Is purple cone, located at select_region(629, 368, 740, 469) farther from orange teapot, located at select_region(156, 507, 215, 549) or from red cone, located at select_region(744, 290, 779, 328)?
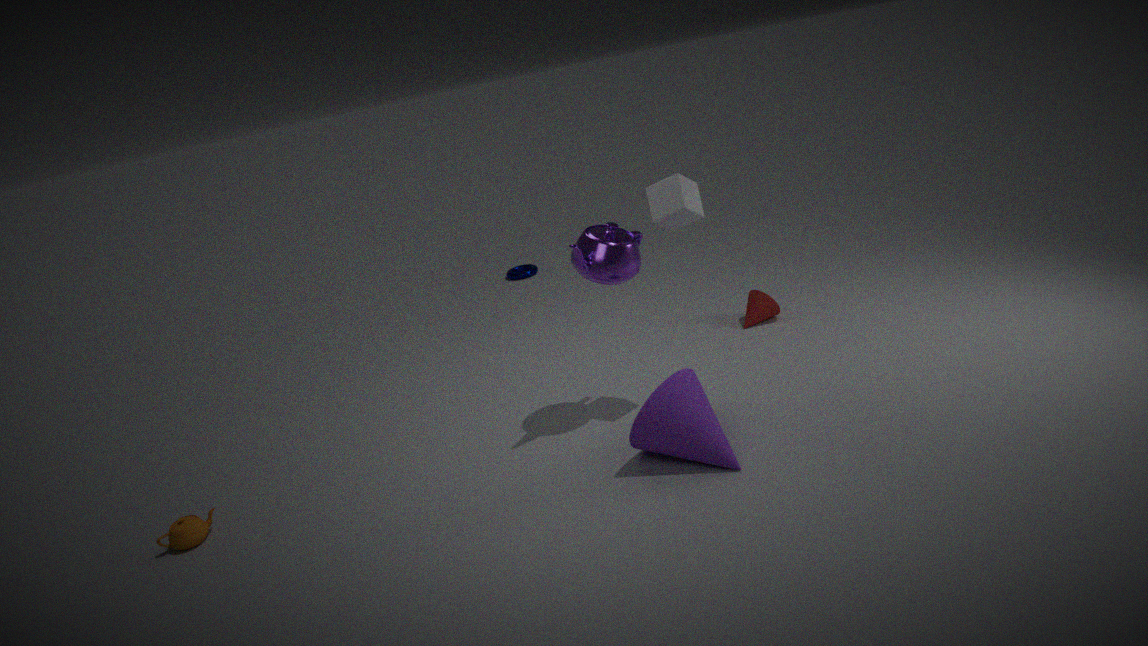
orange teapot, located at select_region(156, 507, 215, 549)
